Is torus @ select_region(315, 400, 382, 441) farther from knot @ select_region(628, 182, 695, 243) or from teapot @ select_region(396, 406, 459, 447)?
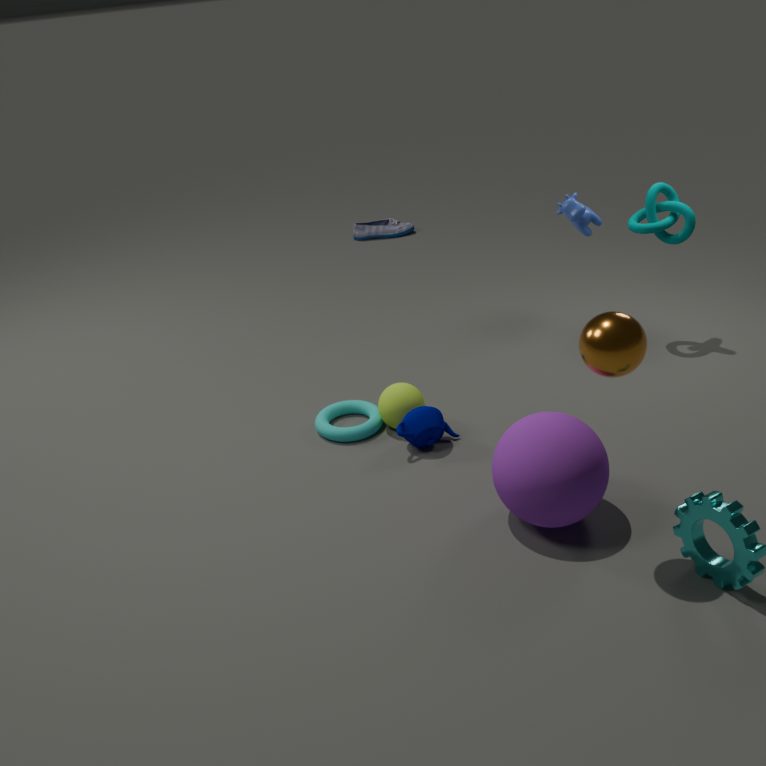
knot @ select_region(628, 182, 695, 243)
